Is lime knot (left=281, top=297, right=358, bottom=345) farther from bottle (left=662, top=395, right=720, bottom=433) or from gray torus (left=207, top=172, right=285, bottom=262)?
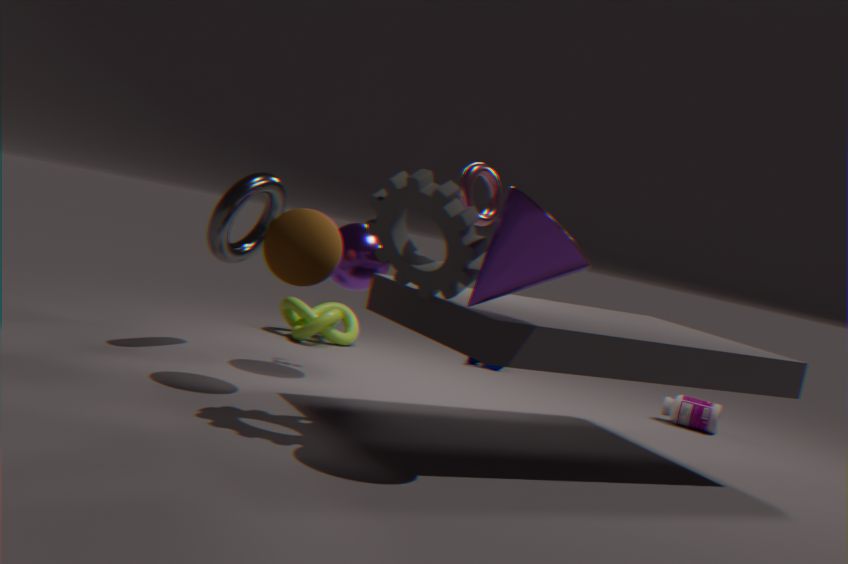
bottle (left=662, top=395, right=720, bottom=433)
